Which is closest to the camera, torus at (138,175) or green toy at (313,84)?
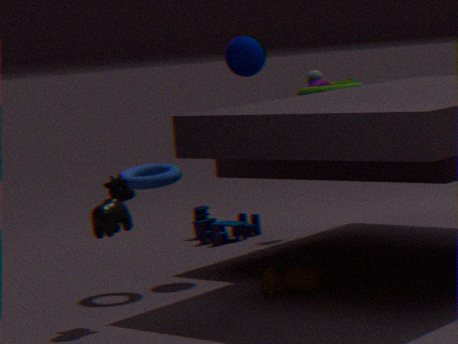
torus at (138,175)
